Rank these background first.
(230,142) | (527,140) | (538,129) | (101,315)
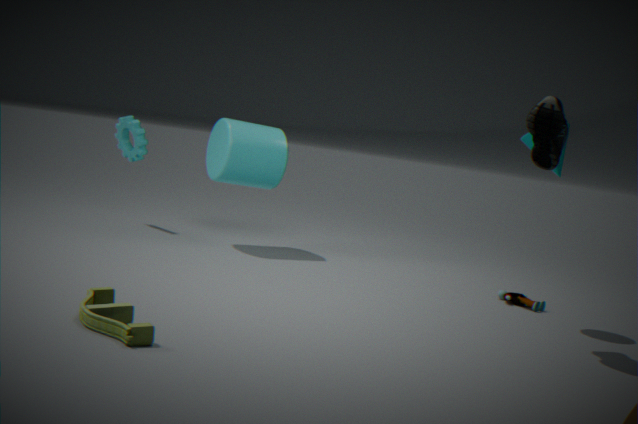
(230,142)
(527,140)
(538,129)
(101,315)
